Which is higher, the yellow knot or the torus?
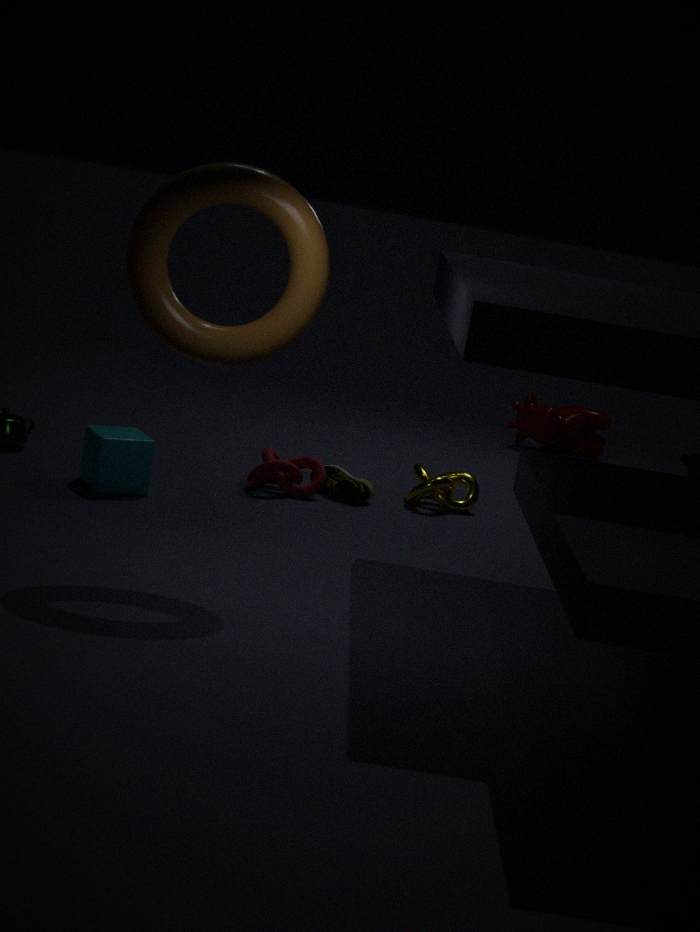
the torus
